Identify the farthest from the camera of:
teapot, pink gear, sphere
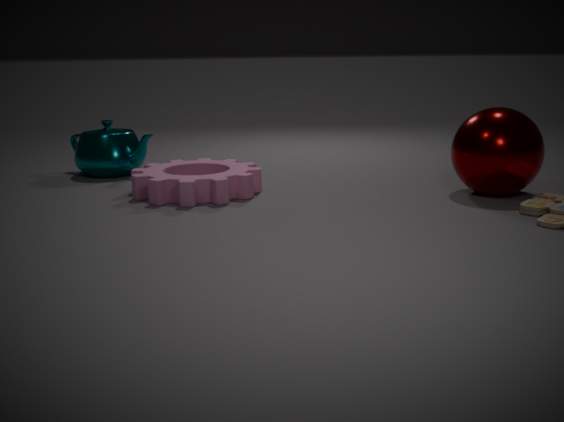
teapot
